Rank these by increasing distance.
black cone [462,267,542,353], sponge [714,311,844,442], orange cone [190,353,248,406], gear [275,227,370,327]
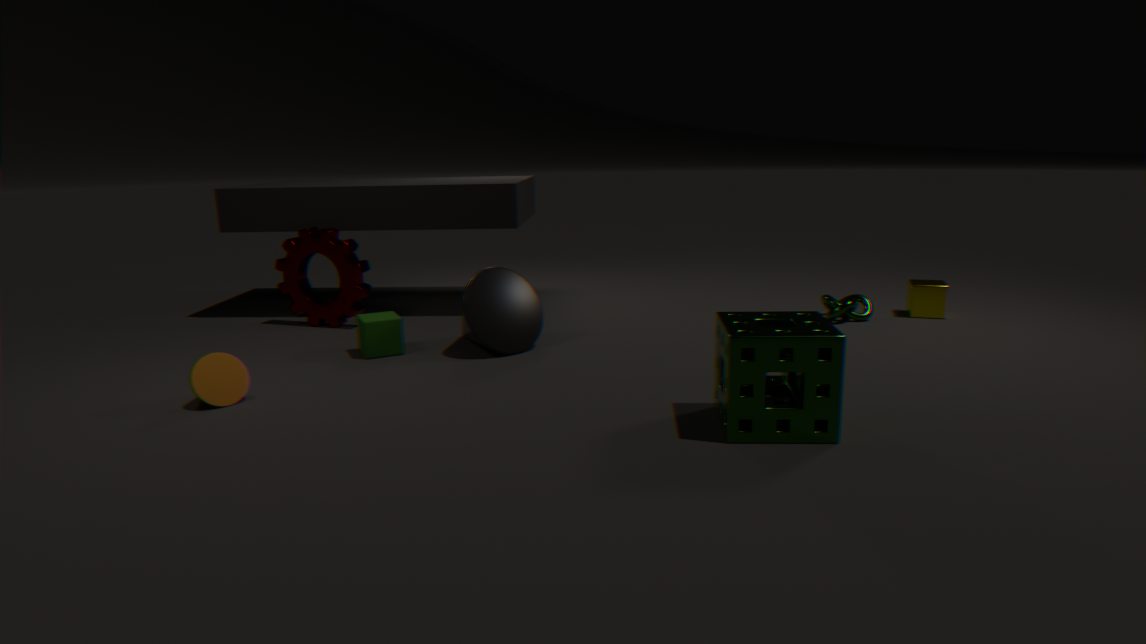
sponge [714,311,844,442], orange cone [190,353,248,406], black cone [462,267,542,353], gear [275,227,370,327]
